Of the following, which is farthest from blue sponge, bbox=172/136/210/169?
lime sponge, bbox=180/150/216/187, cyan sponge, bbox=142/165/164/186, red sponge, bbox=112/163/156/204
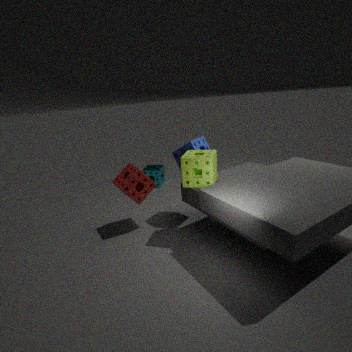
cyan sponge, bbox=142/165/164/186
